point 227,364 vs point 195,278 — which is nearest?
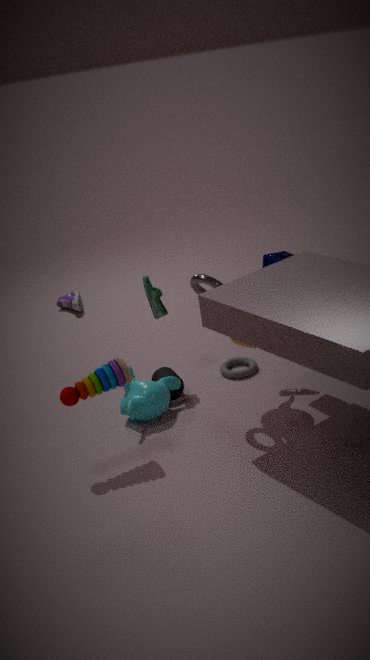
point 195,278
